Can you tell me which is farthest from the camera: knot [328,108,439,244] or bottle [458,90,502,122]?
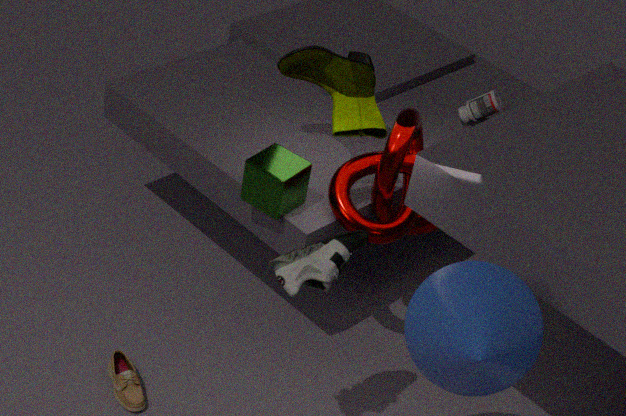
bottle [458,90,502,122]
